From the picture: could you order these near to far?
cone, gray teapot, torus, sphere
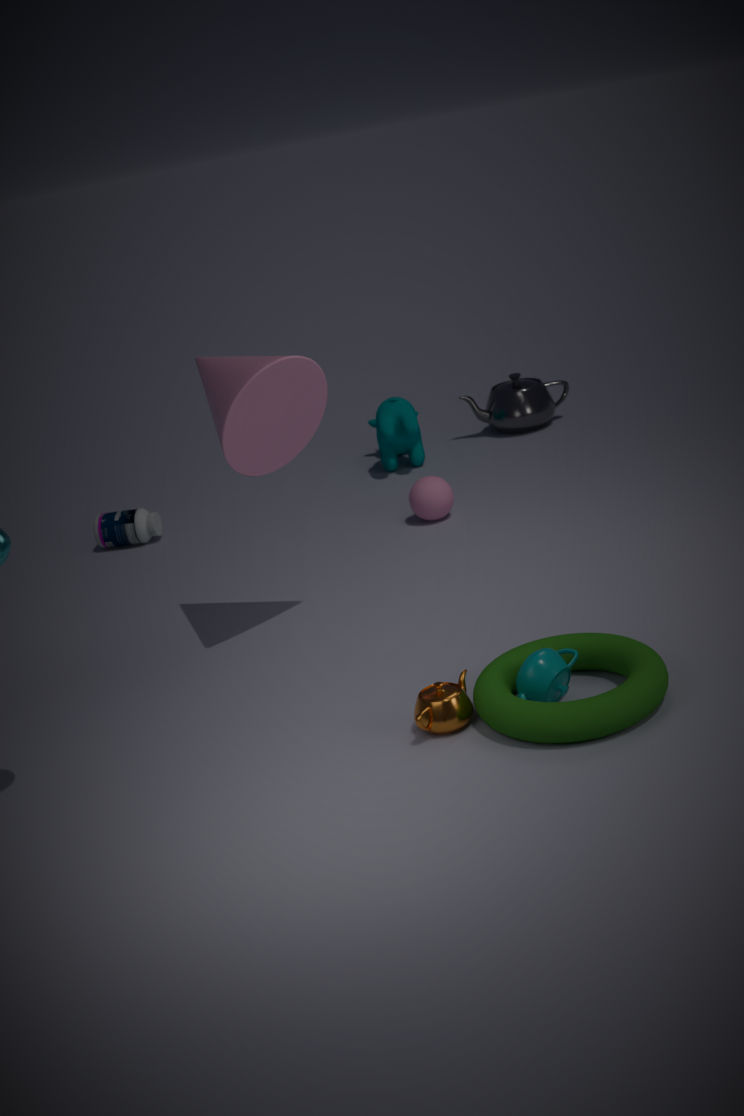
torus < cone < sphere < gray teapot
